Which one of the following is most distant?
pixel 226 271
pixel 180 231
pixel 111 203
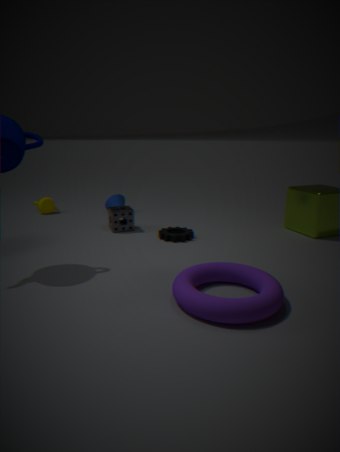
pixel 111 203
